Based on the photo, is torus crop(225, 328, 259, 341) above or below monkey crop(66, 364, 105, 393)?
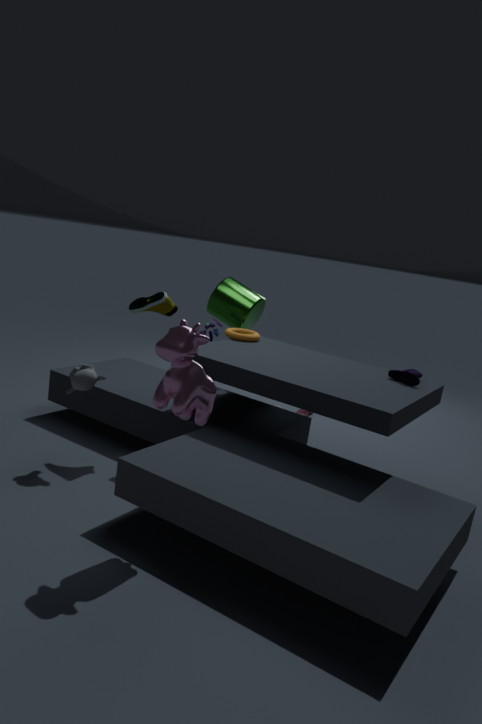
above
